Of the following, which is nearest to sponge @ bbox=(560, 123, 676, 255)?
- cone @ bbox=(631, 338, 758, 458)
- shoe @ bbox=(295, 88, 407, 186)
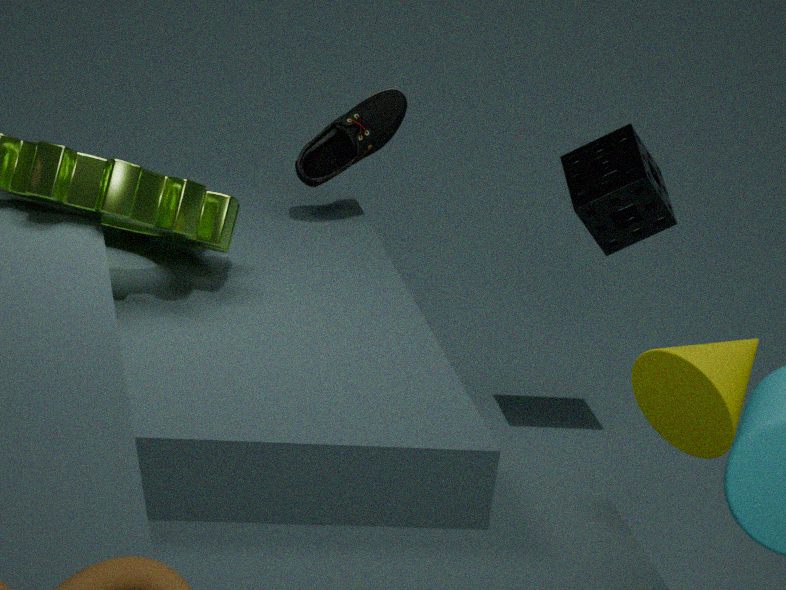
shoe @ bbox=(295, 88, 407, 186)
